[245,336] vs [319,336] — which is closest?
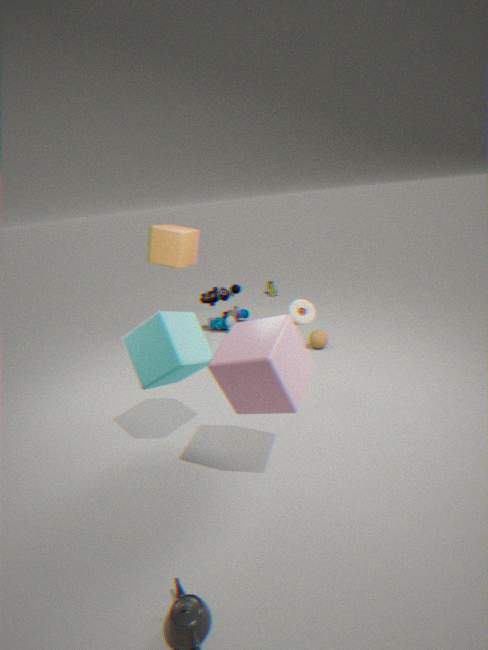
[245,336]
